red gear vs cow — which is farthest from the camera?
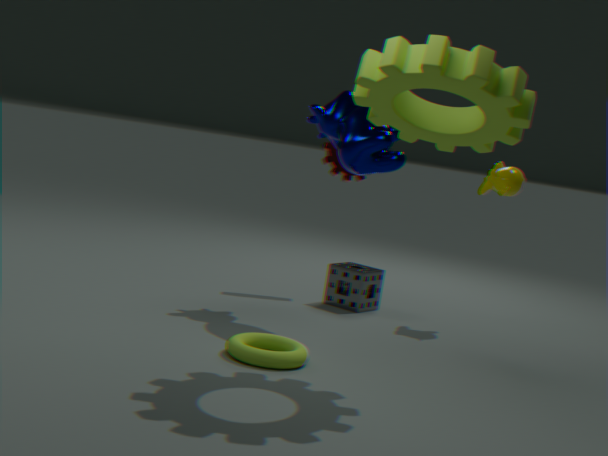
red gear
